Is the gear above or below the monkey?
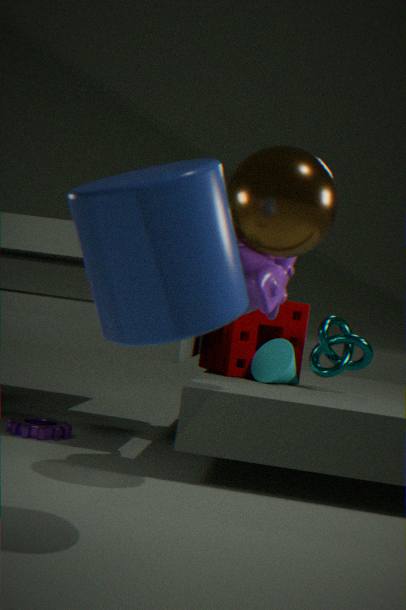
below
